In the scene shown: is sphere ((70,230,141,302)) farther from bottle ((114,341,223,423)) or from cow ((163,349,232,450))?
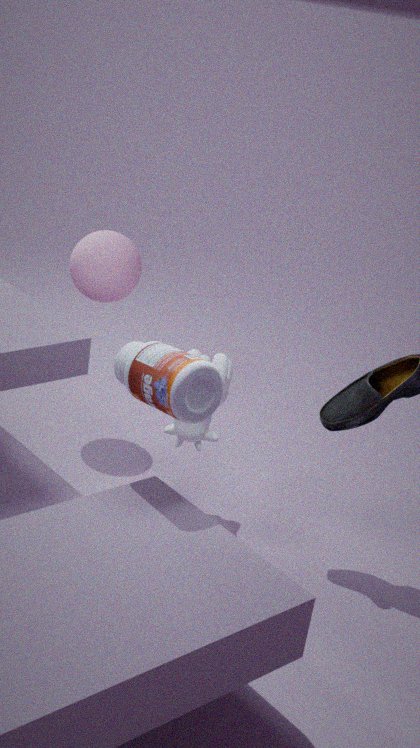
bottle ((114,341,223,423))
